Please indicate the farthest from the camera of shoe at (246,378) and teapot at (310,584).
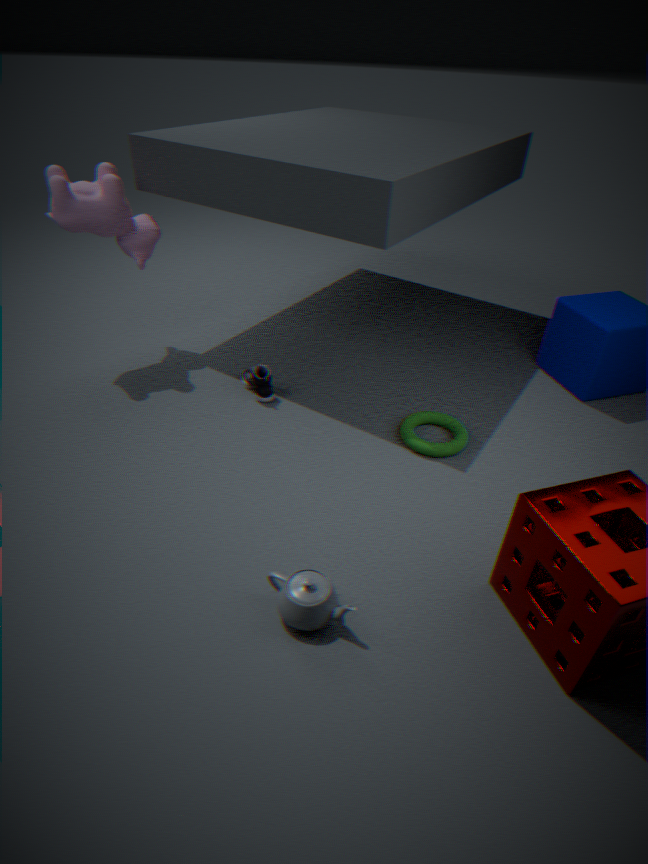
shoe at (246,378)
